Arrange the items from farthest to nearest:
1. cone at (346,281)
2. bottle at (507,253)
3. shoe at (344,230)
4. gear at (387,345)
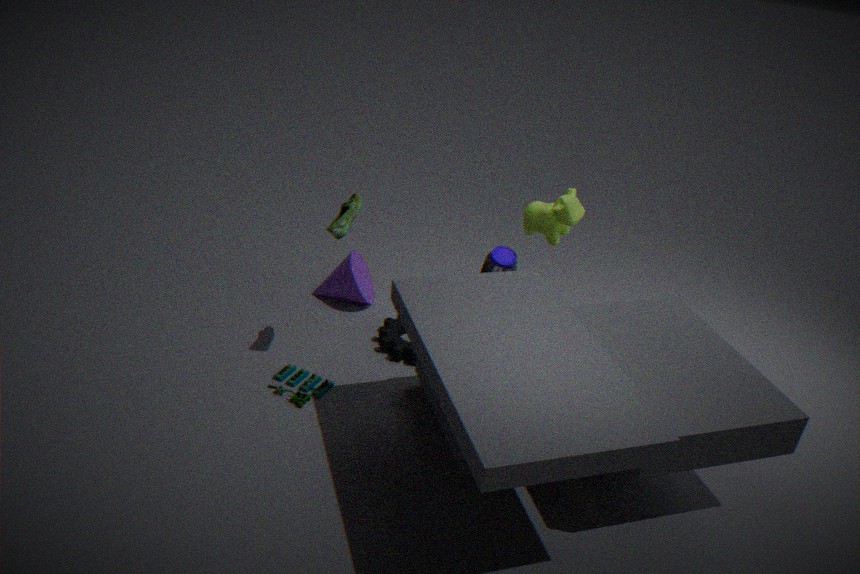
1. cone at (346,281)
2. gear at (387,345)
3. bottle at (507,253)
4. shoe at (344,230)
